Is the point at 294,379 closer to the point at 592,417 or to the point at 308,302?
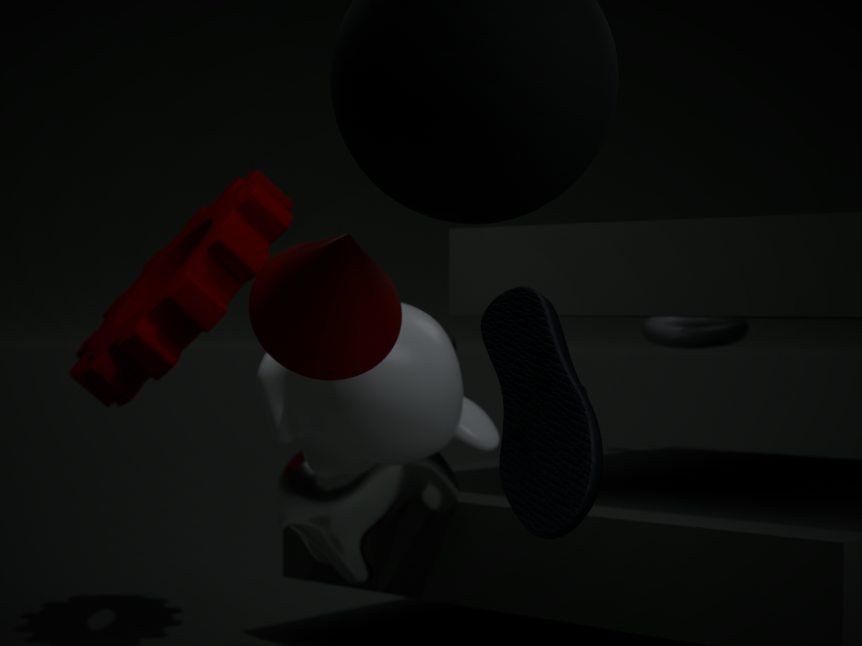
the point at 308,302
